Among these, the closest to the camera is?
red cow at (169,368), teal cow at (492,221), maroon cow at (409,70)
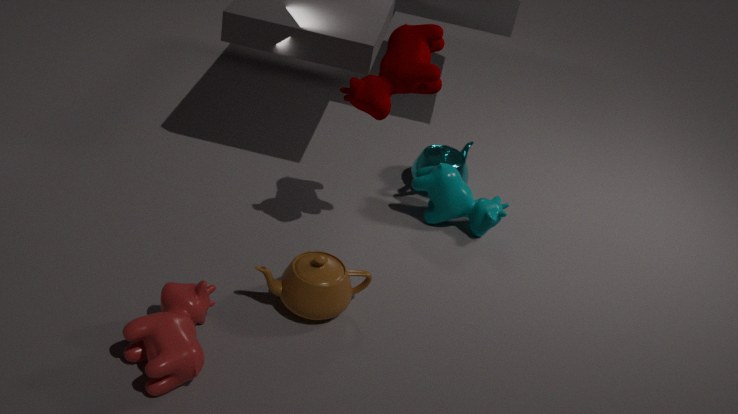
red cow at (169,368)
